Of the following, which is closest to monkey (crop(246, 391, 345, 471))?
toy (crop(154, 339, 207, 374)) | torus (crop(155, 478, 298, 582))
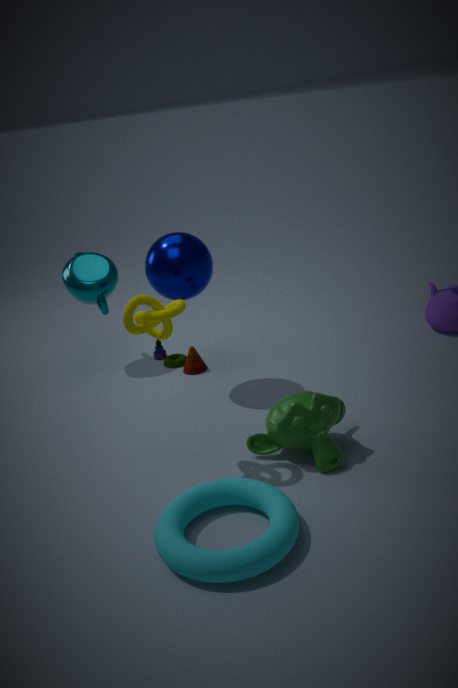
torus (crop(155, 478, 298, 582))
